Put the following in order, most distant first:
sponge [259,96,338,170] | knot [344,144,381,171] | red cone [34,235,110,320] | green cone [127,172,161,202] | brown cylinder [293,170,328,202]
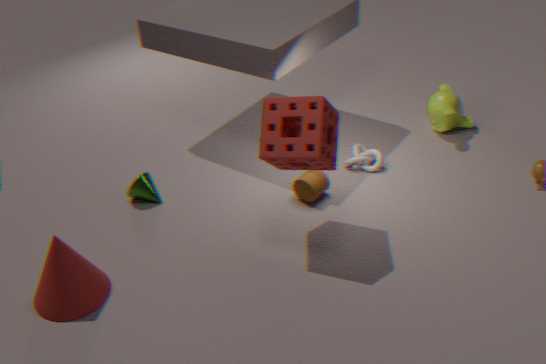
knot [344,144,381,171] → green cone [127,172,161,202] → brown cylinder [293,170,328,202] → sponge [259,96,338,170] → red cone [34,235,110,320]
